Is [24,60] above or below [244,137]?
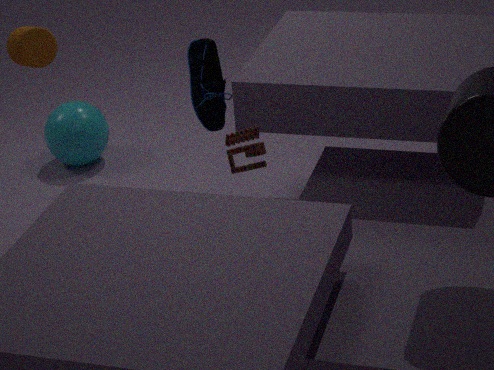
above
